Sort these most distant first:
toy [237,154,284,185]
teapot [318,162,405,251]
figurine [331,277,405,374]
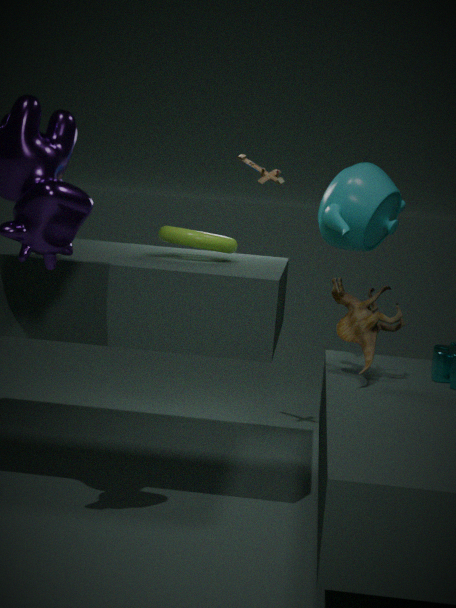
toy [237,154,284,185] < teapot [318,162,405,251] < figurine [331,277,405,374]
